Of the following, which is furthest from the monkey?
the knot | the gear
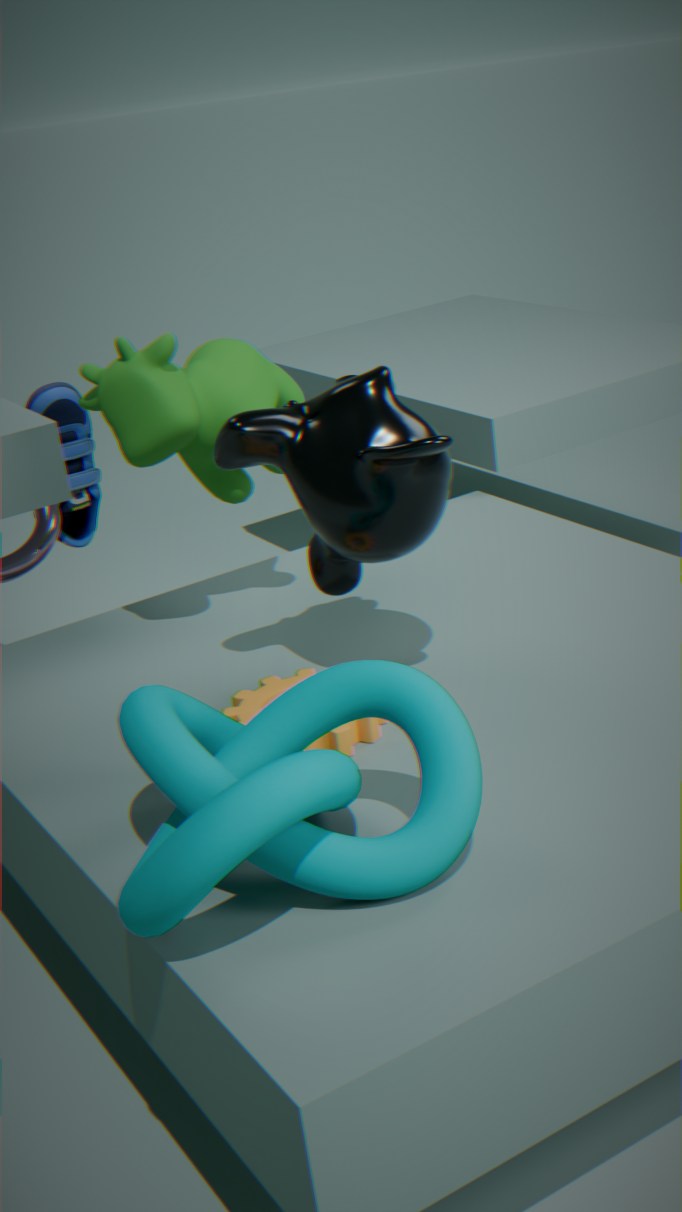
the knot
